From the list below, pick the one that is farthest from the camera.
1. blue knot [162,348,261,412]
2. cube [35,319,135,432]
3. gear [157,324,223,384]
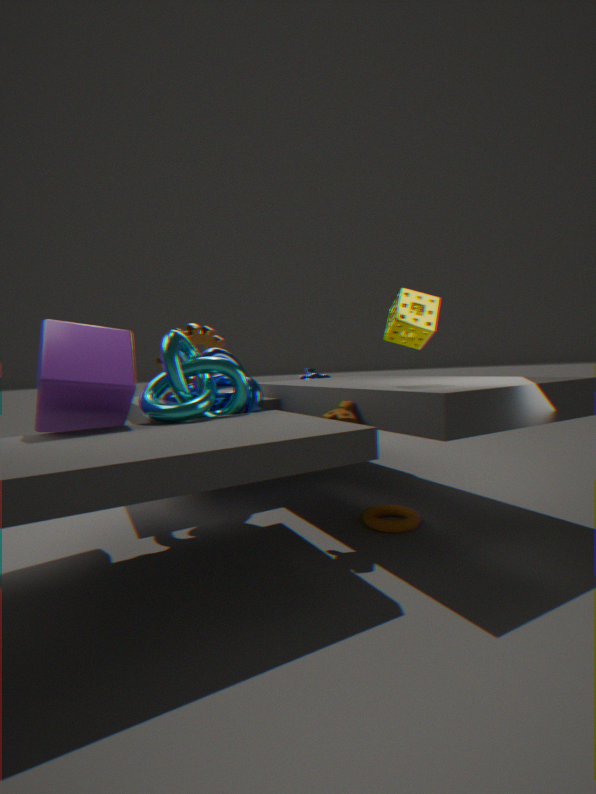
gear [157,324,223,384]
